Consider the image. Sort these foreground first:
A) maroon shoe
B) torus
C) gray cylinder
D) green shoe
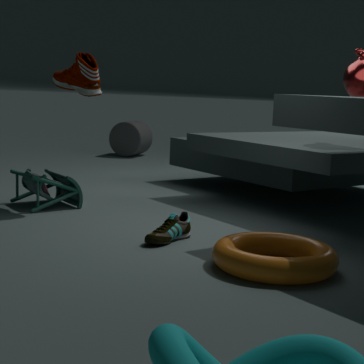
torus < green shoe < maroon shoe < gray cylinder
